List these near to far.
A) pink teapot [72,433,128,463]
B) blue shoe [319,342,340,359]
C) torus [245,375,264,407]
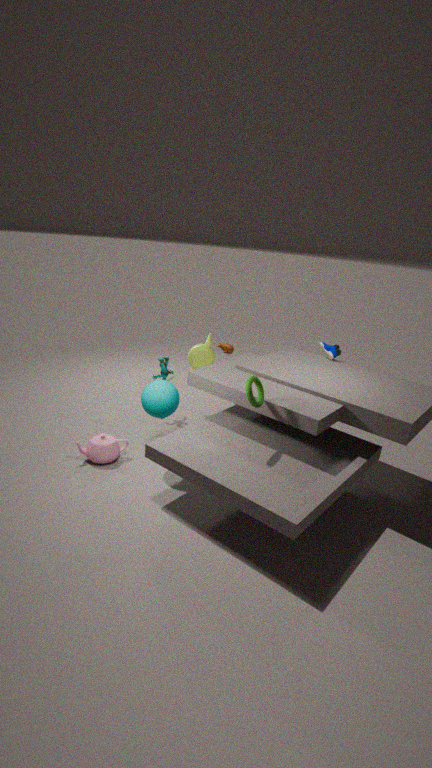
torus [245,375,264,407], pink teapot [72,433,128,463], blue shoe [319,342,340,359]
